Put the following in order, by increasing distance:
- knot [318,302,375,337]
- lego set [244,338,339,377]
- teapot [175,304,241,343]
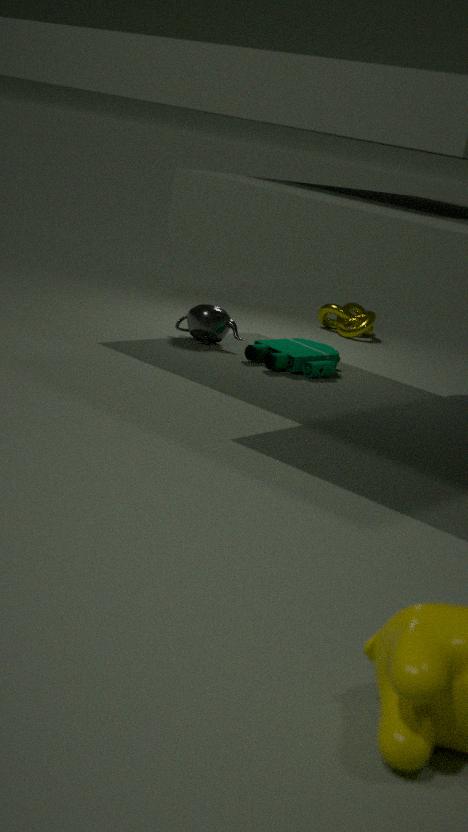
lego set [244,338,339,377] < teapot [175,304,241,343] < knot [318,302,375,337]
